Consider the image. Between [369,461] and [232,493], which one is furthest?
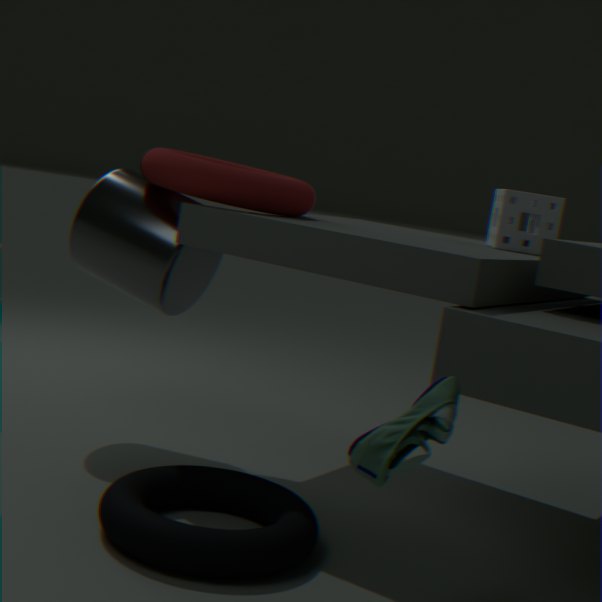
[232,493]
